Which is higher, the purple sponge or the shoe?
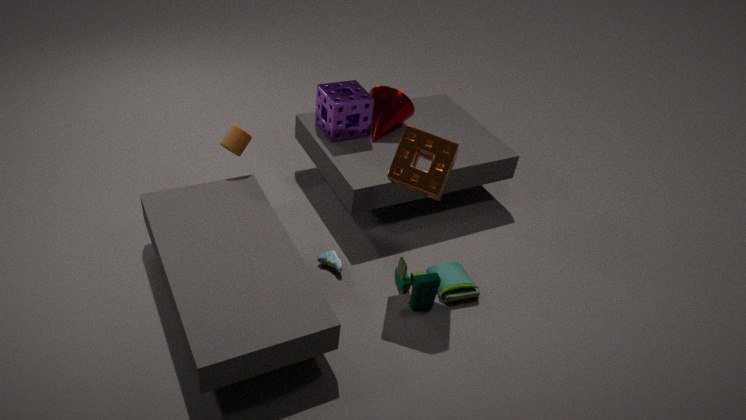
the purple sponge
